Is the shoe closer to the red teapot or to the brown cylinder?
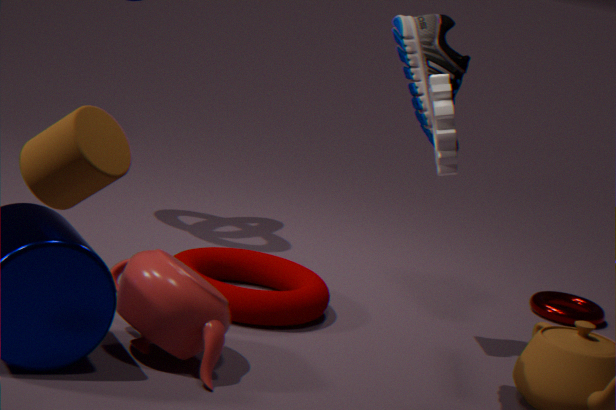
the red teapot
